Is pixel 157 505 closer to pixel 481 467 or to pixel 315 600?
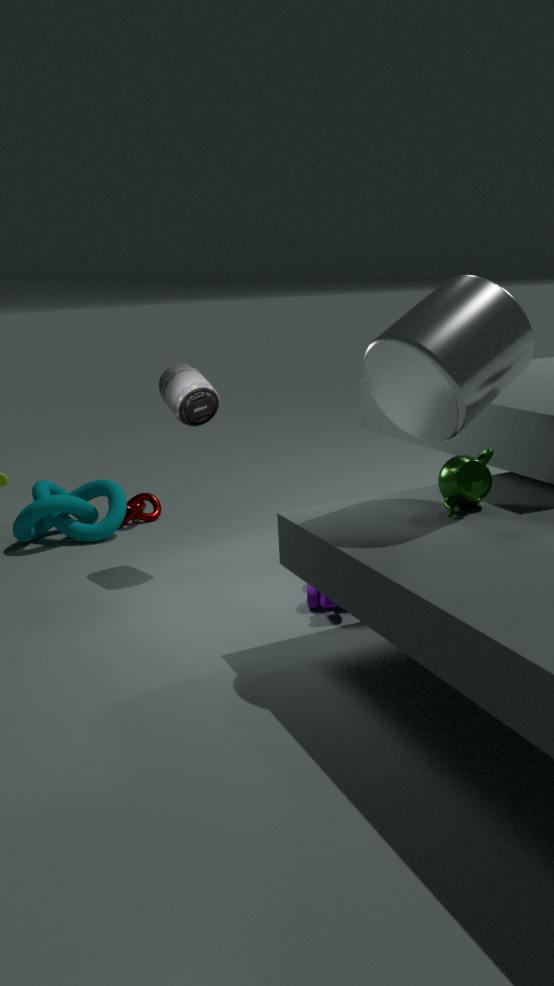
pixel 315 600
